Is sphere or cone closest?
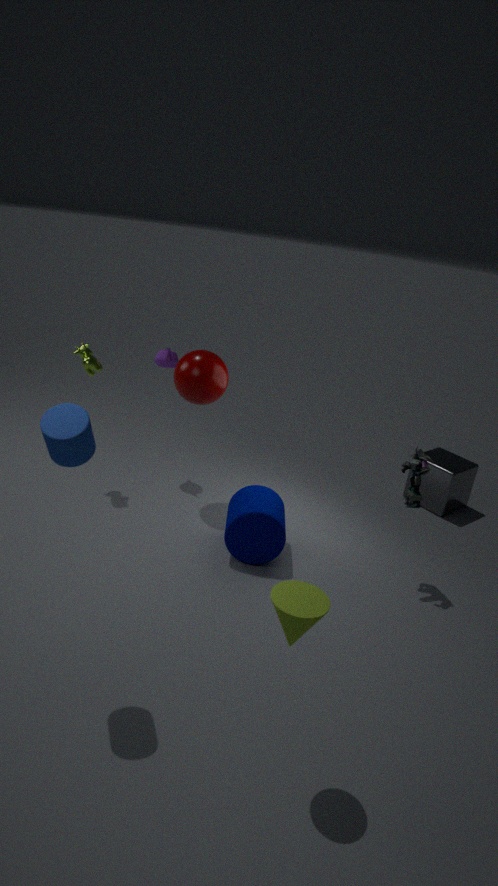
cone
